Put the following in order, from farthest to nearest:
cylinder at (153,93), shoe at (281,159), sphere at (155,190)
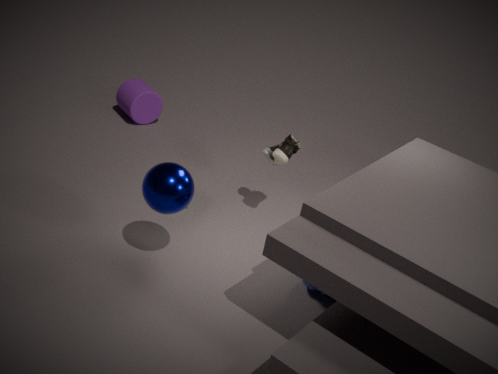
cylinder at (153,93), shoe at (281,159), sphere at (155,190)
